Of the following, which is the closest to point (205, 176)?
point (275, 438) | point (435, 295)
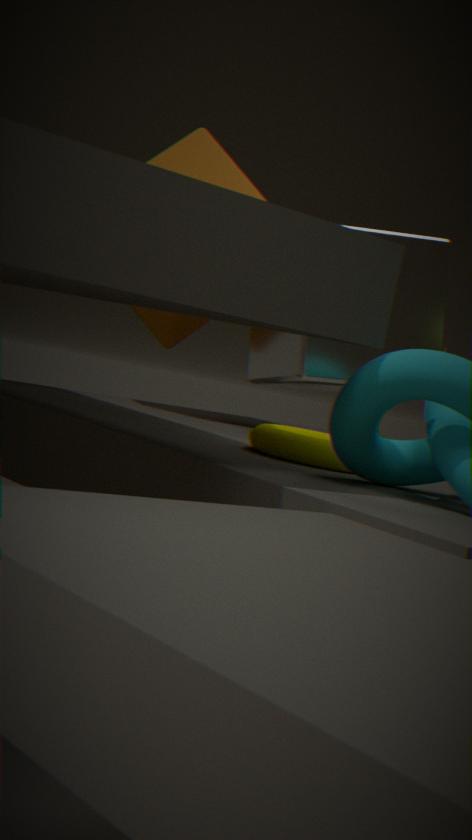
point (435, 295)
